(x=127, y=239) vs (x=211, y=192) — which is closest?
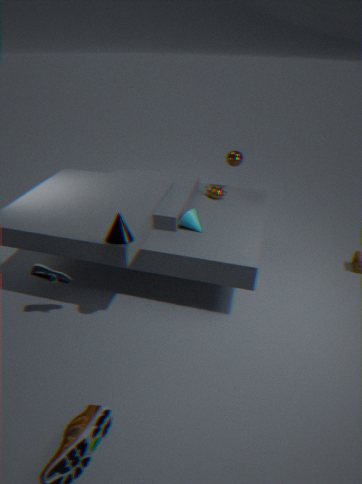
(x=127, y=239)
